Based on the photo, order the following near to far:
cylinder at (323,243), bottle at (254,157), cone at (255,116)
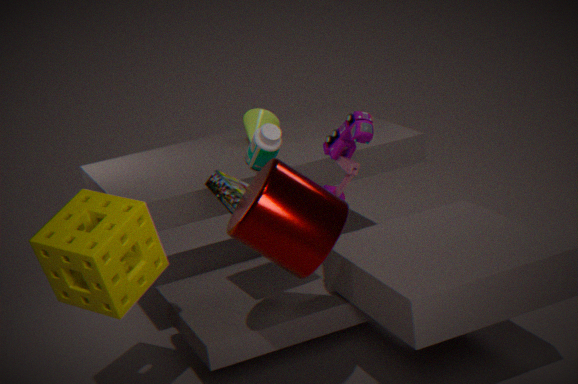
cylinder at (323,243)
bottle at (254,157)
cone at (255,116)
